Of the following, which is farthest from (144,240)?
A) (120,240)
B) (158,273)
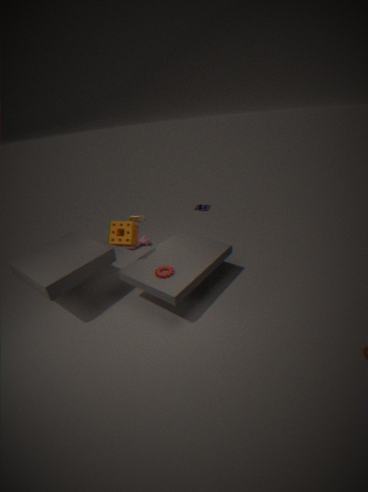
(158,273)
